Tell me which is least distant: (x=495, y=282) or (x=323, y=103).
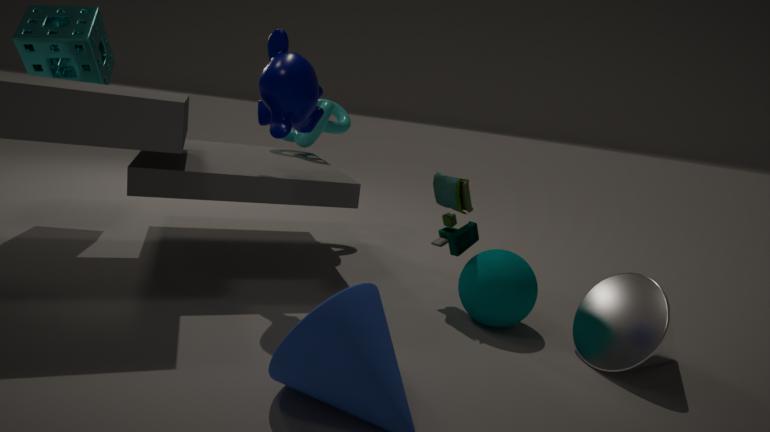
(x=495, y=282)
